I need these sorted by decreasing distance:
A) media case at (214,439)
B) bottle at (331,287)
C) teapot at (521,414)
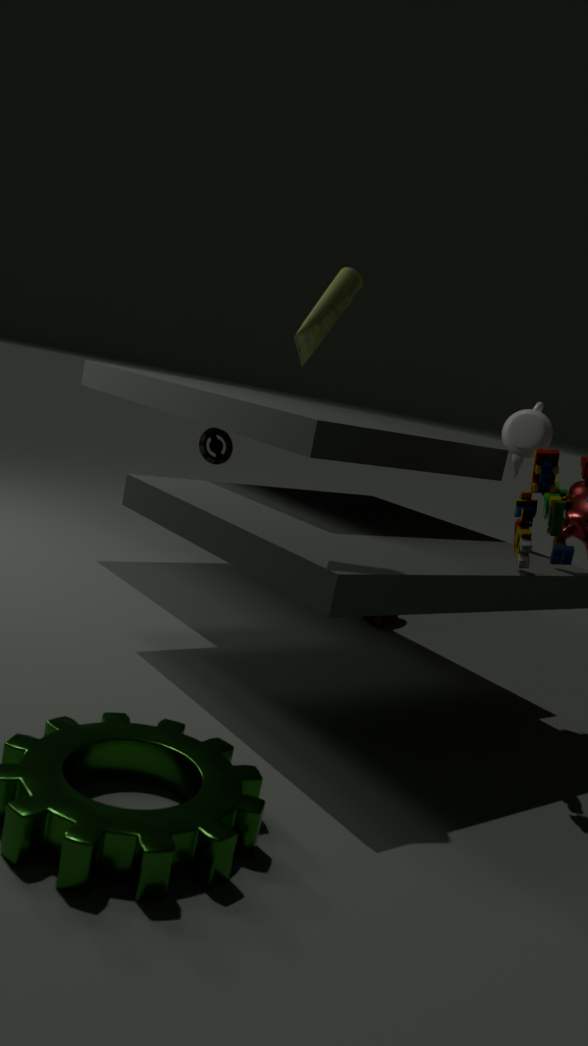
media case at (214,439) < teapot at (521,414) < bottle at (331,287)
